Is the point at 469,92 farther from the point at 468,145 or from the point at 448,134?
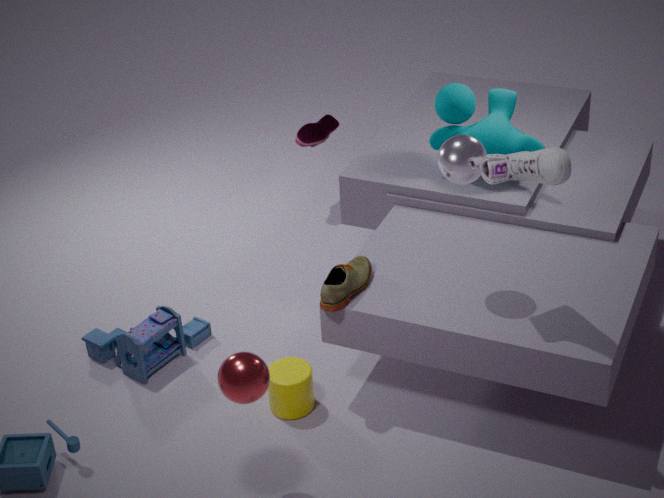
the point at 468,145
